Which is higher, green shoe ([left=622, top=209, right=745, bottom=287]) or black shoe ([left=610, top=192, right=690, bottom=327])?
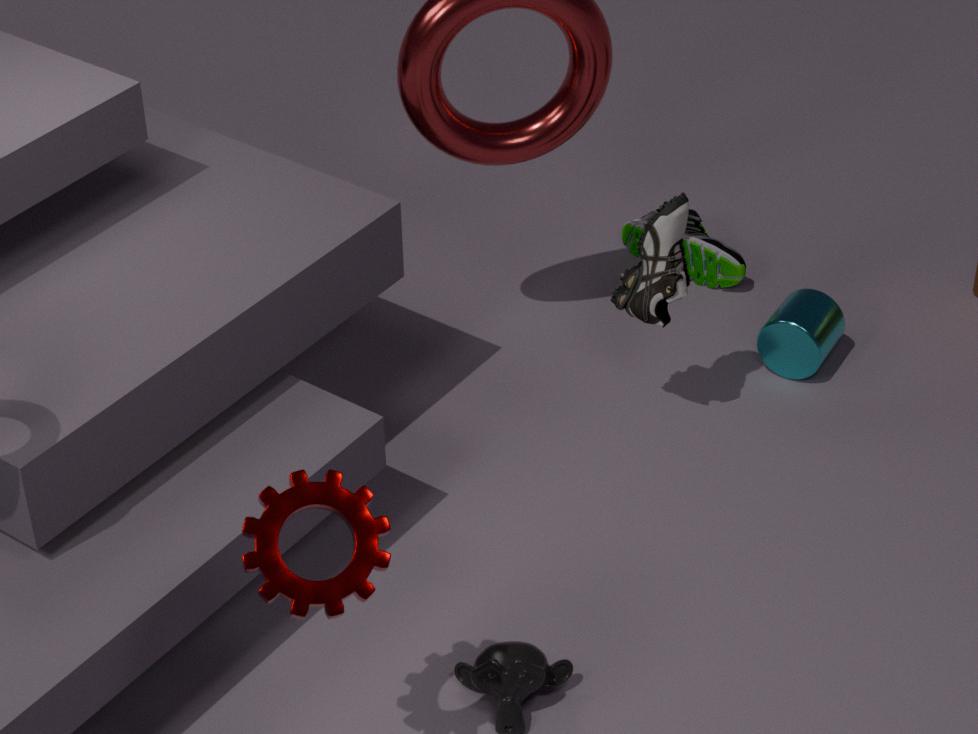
black shoe ([left=610, top=192, right=690, bottom=327])
